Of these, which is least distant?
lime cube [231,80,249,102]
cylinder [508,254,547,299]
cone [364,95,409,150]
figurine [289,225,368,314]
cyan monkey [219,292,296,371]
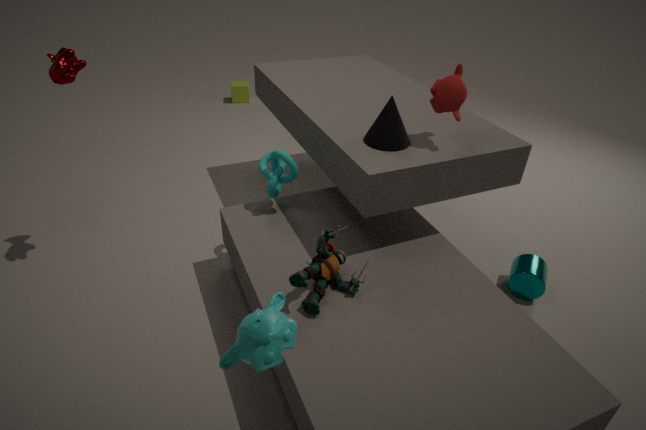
cyan monkey [219,292,296,371]
